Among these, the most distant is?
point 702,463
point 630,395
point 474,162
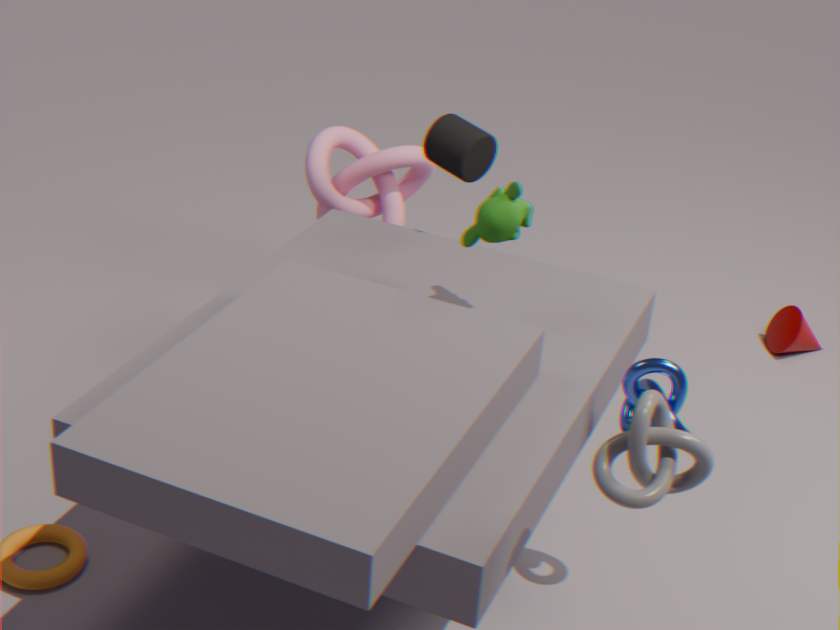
point 474,162
